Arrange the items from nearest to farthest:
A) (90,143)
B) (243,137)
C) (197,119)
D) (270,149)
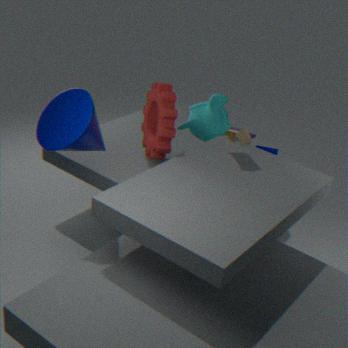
1. (90,143)
2. (243,137)
3. (197,119)
4. (270,149)
